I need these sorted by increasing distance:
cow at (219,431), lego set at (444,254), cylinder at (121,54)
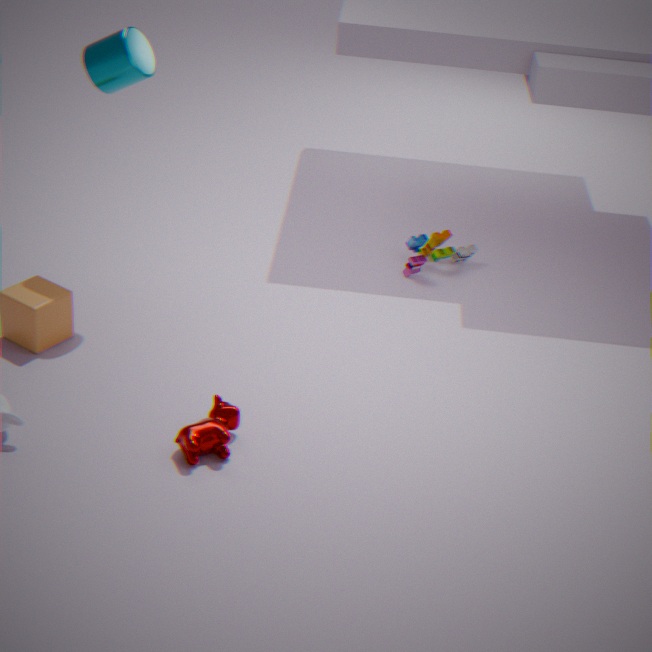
cow at (219,431) → cylinder at (121,54) → lego set at (444,254)
